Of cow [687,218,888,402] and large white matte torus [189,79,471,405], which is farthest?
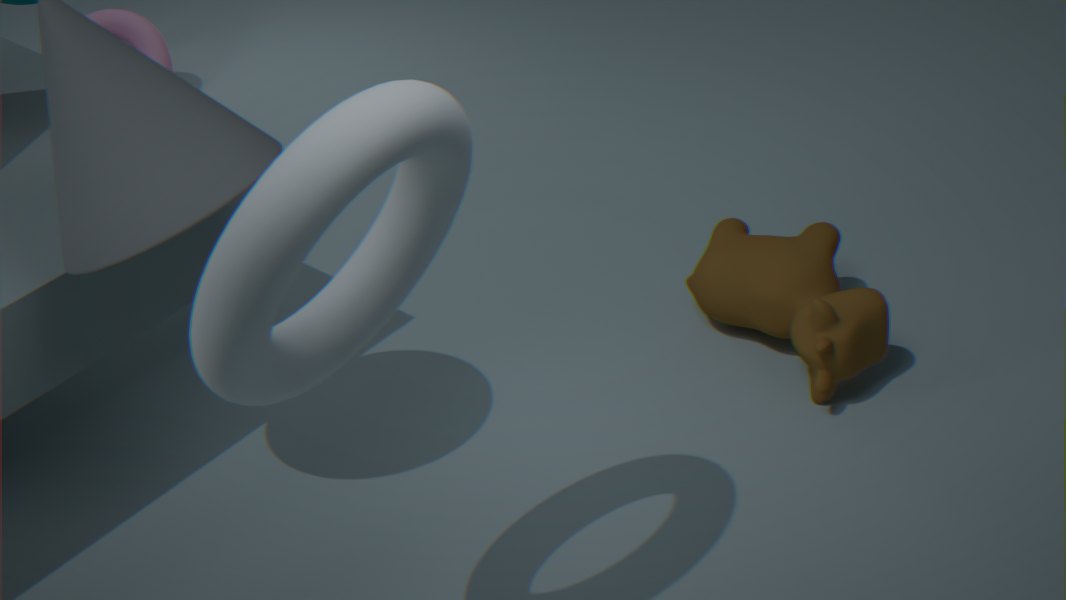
cow [687,218,888,402]
